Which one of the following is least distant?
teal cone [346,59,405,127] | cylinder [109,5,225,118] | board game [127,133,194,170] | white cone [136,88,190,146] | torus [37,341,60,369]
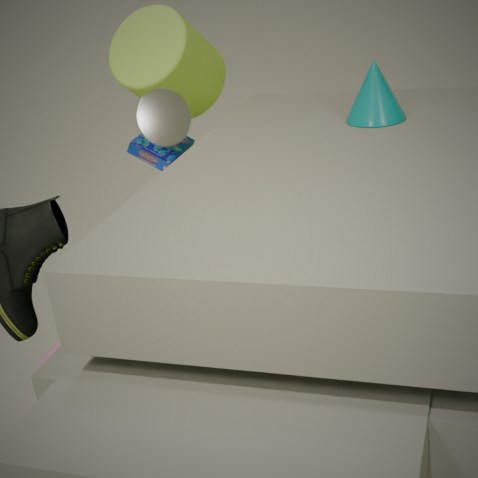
teal cone [346,59,405,127]
